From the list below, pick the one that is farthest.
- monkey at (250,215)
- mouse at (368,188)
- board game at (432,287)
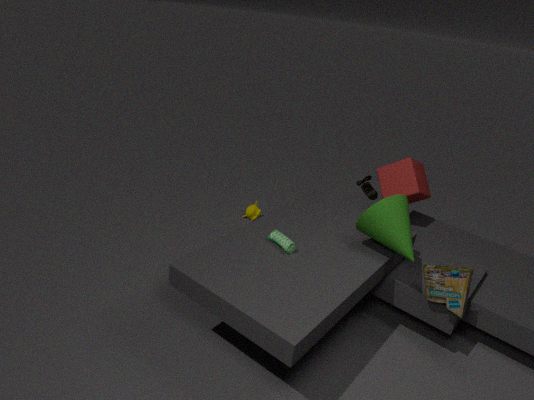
monkey at (250,215)
